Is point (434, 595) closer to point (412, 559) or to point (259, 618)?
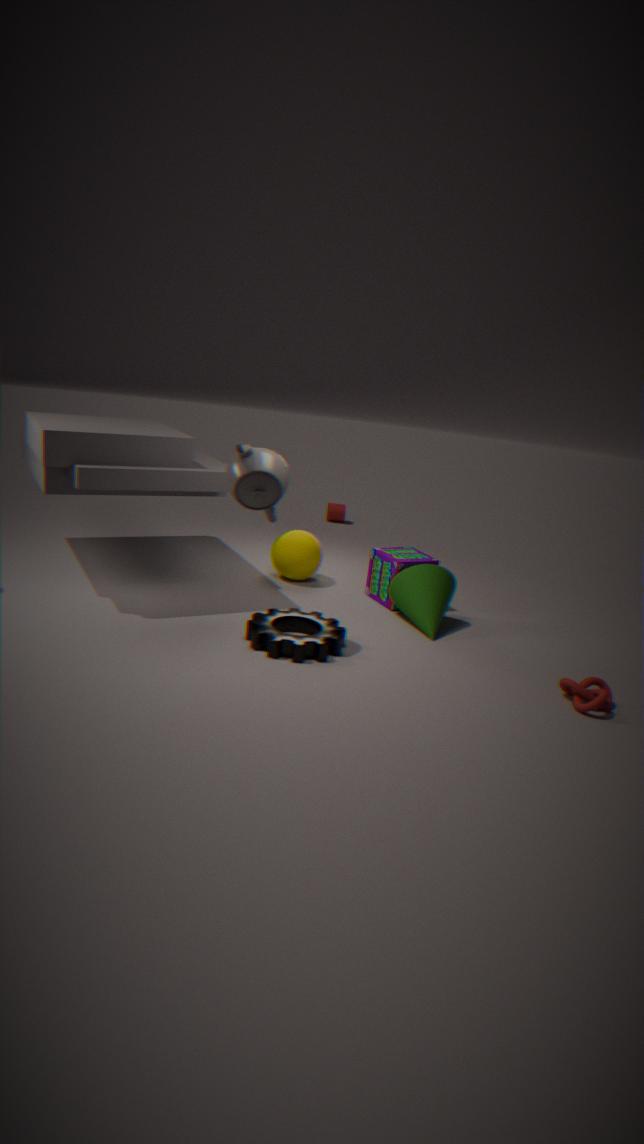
point (412, 559)
